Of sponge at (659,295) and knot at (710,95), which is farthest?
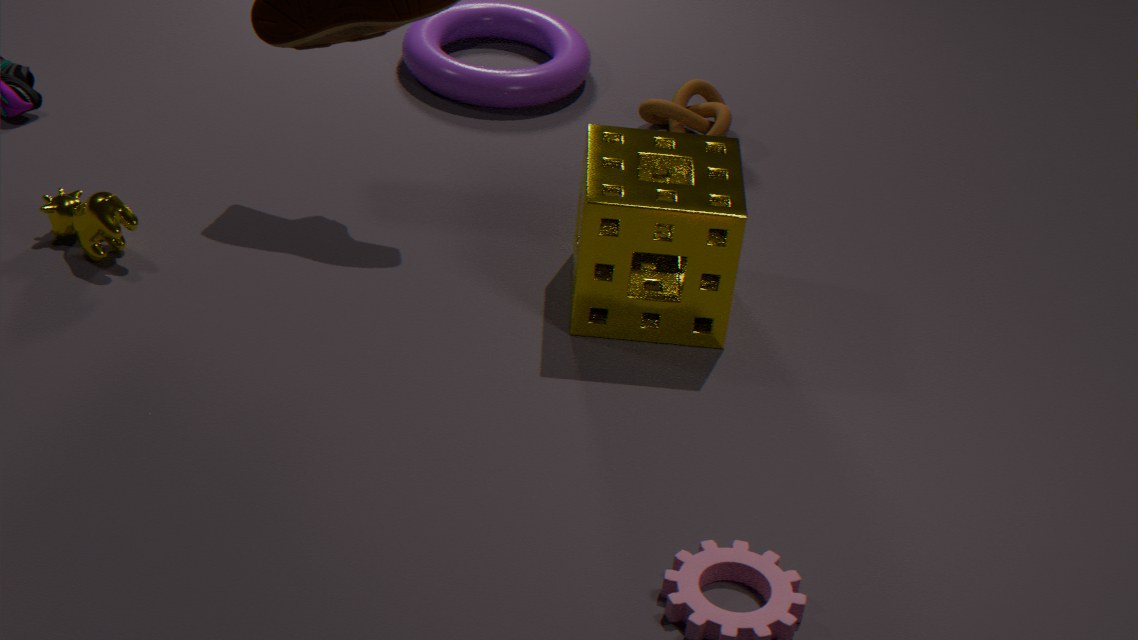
knot at (710,95)
